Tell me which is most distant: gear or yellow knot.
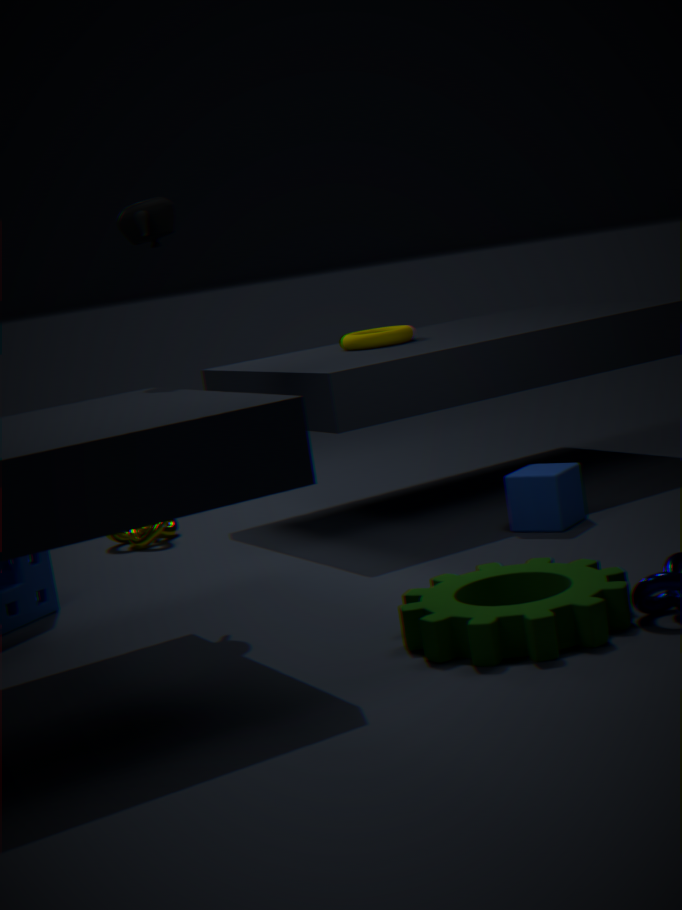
yellow knot
